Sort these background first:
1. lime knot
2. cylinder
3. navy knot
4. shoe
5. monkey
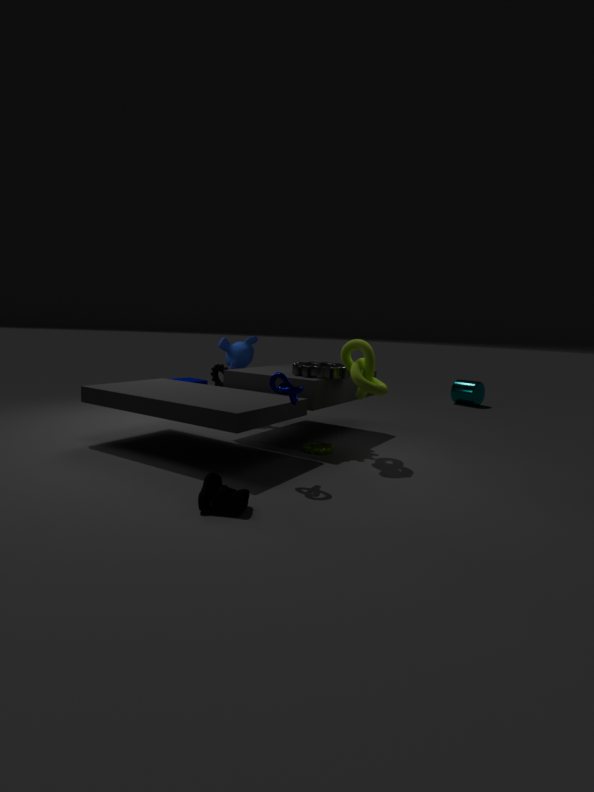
cylinder
monkey
lime knot
navy knot
shoe
